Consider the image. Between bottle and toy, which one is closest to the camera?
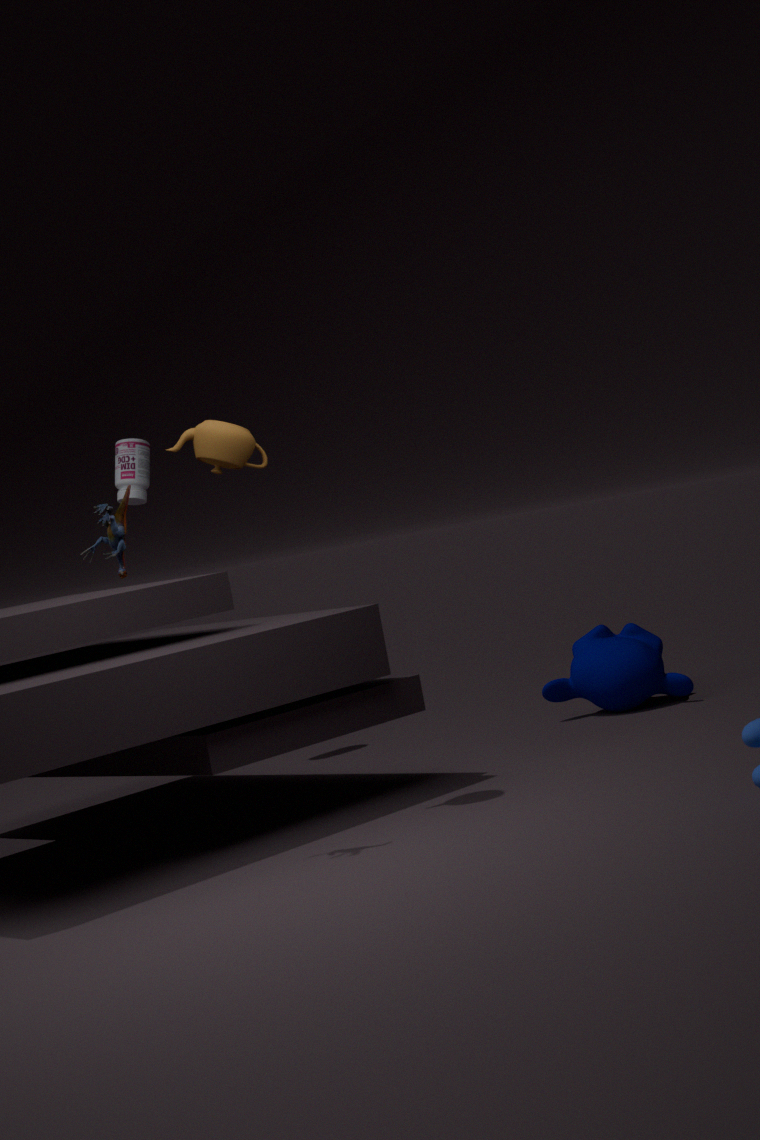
toy
